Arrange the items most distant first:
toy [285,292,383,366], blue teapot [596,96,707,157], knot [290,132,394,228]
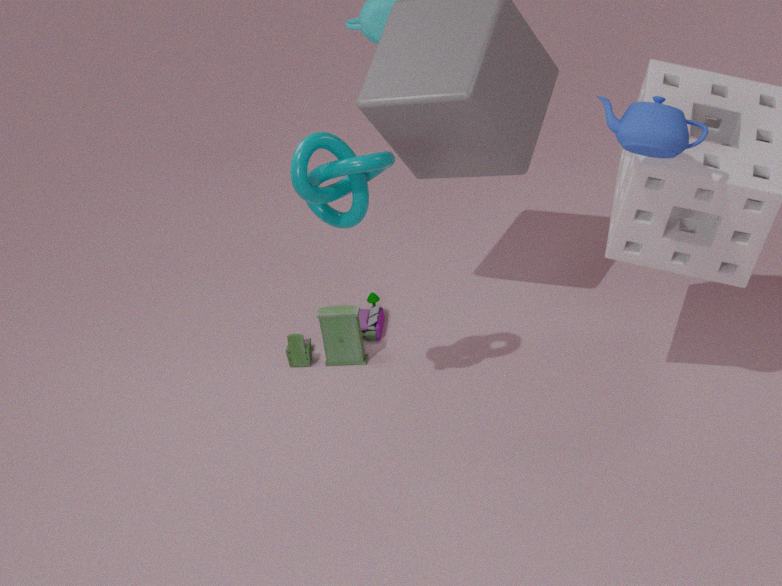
toy [285,292,383,366] → knot [290,132,394,228] → blue teapot [596,96,707,157]
